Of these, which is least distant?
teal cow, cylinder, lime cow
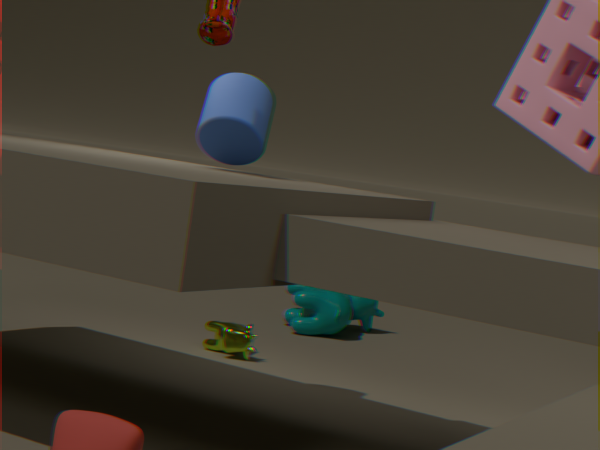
cylinder
